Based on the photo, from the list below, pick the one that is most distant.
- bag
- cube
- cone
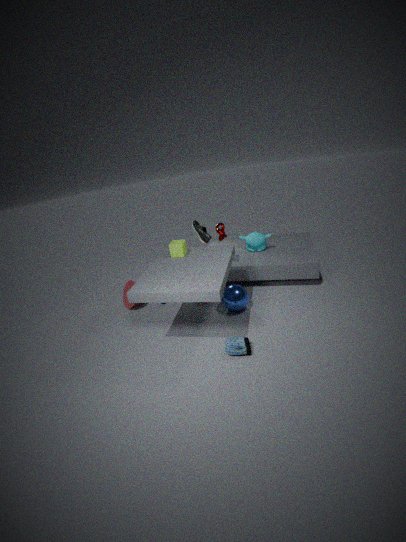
cone
